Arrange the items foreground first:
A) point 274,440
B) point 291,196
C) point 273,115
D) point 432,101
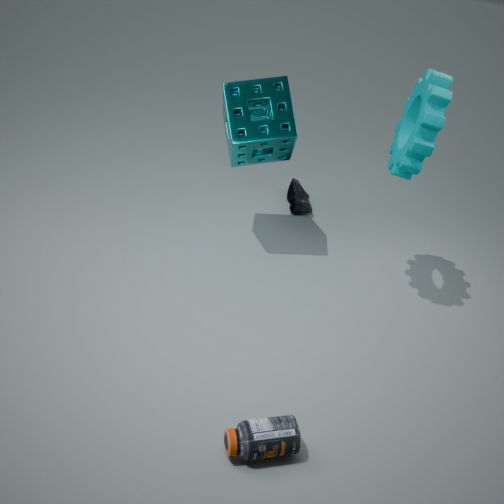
point 274,440
point 432,101
point 273,115
point 291,196
